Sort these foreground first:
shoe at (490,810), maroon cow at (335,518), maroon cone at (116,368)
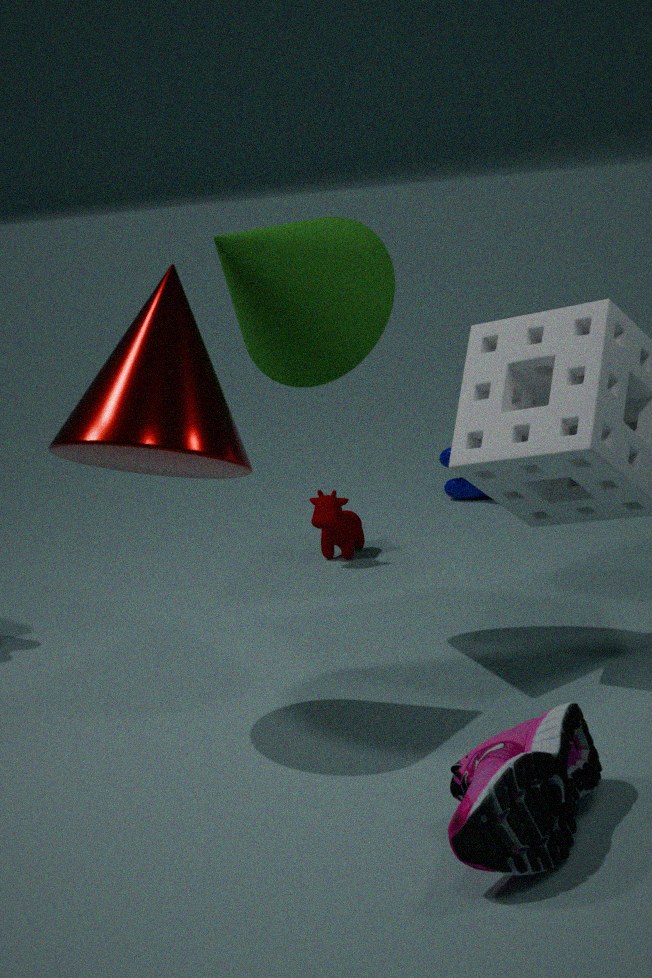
shoe at (490,810), maroon cone at (116,368), maroon cow at (335,518)
